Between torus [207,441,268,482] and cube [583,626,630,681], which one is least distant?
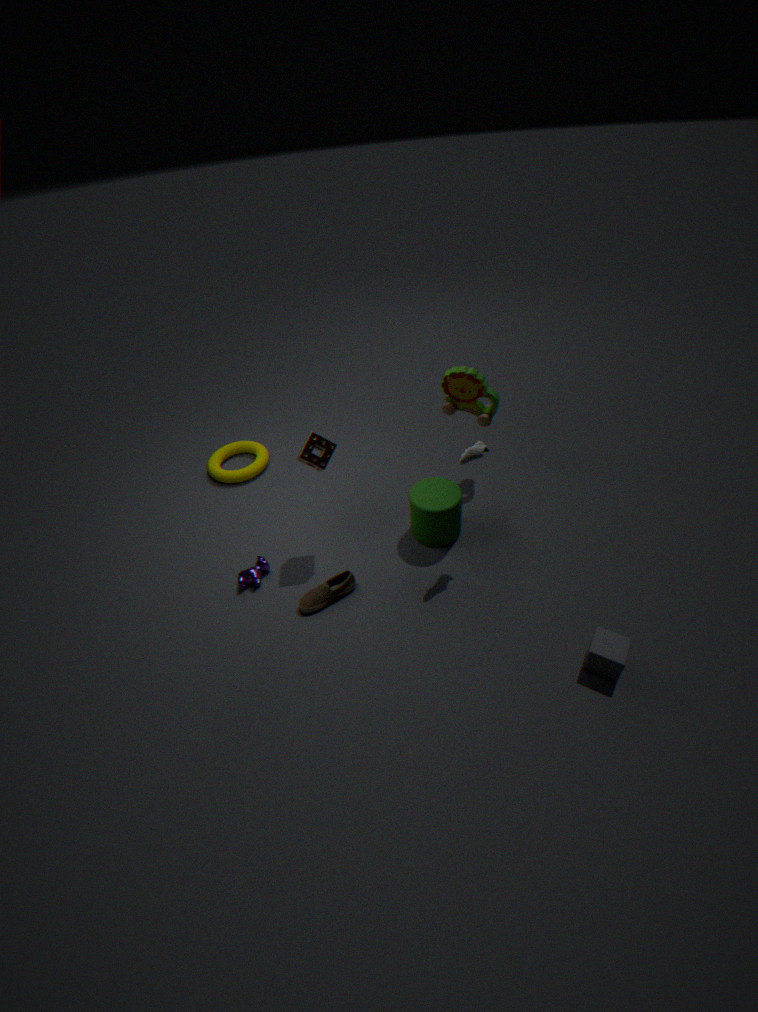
cube [583,626,630,681]
